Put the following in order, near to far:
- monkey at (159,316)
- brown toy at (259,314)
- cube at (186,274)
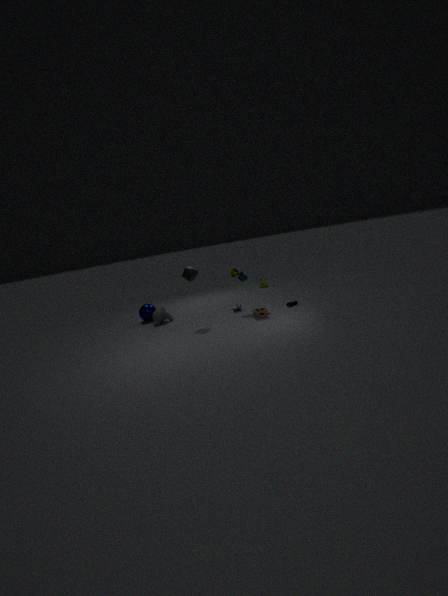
brown toy at (259,314), cube at (186,274), monkey at (159,316)
